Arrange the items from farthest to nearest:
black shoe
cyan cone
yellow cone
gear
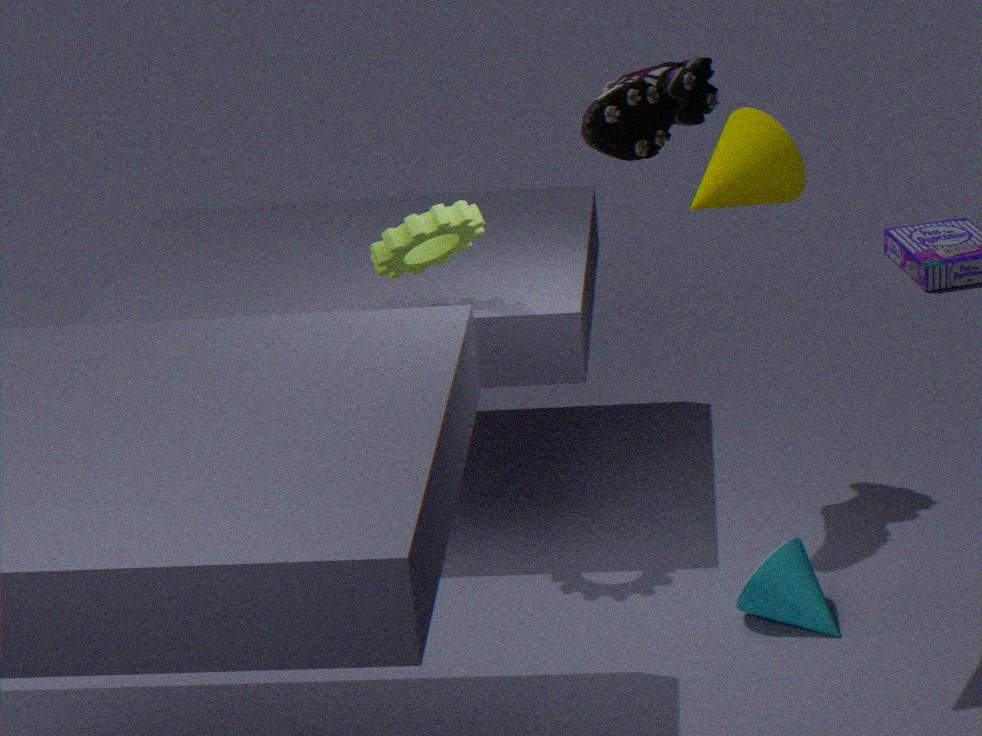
gear, black shoe, cyan cone, yellow cone
